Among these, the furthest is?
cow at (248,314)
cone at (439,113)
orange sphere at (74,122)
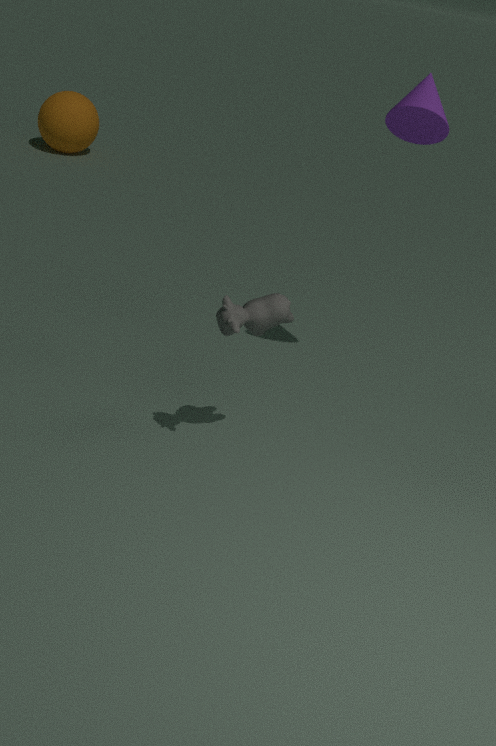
orange sphere at (74,122)
